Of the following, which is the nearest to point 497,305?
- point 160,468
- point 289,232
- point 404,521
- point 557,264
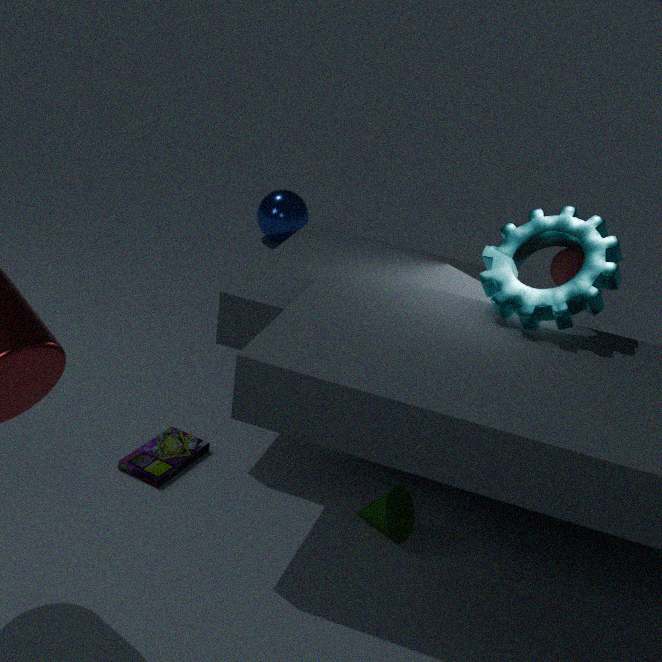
point 557,264
